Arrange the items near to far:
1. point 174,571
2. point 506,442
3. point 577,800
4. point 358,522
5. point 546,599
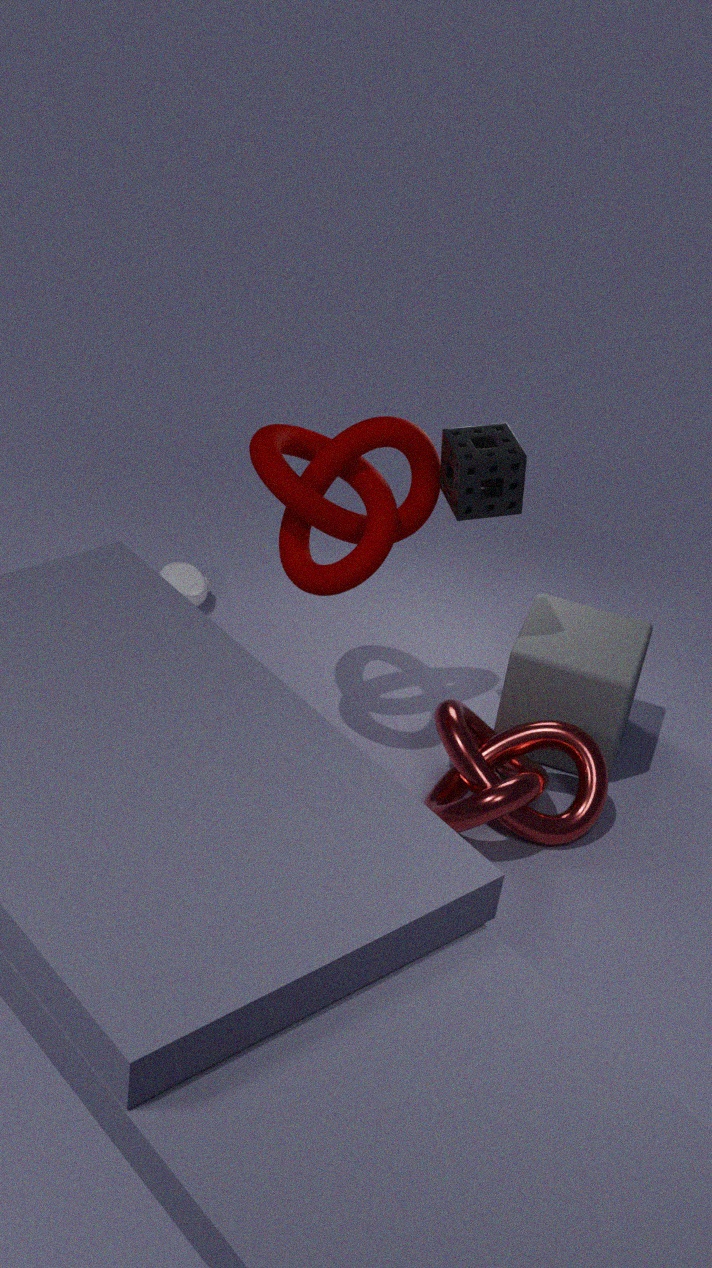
1. point 506,442
2. point 358,522
3. point 577,800
4. point 546,599
5. point 174,571
